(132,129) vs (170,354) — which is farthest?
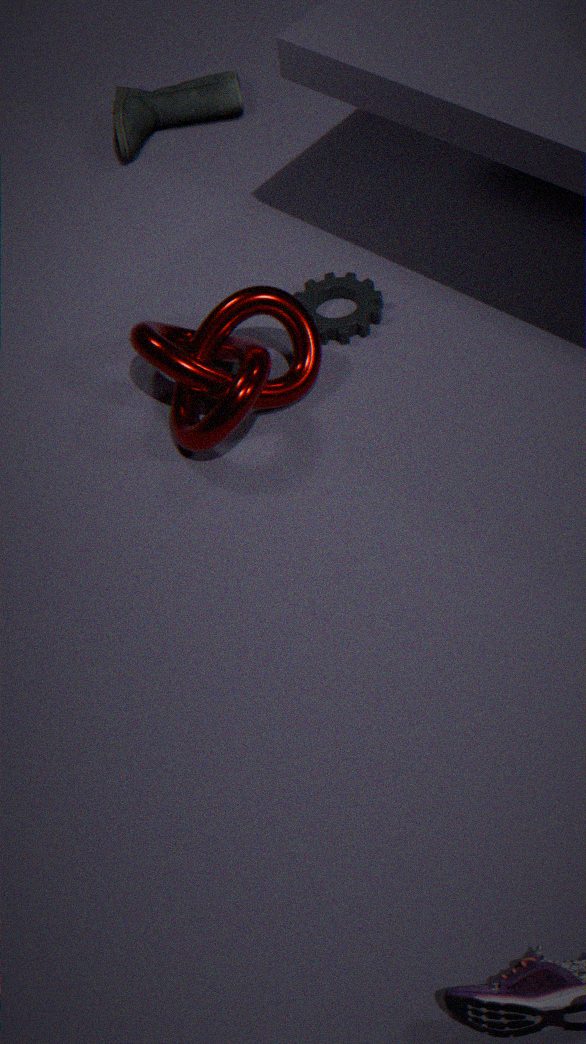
(132,129)
